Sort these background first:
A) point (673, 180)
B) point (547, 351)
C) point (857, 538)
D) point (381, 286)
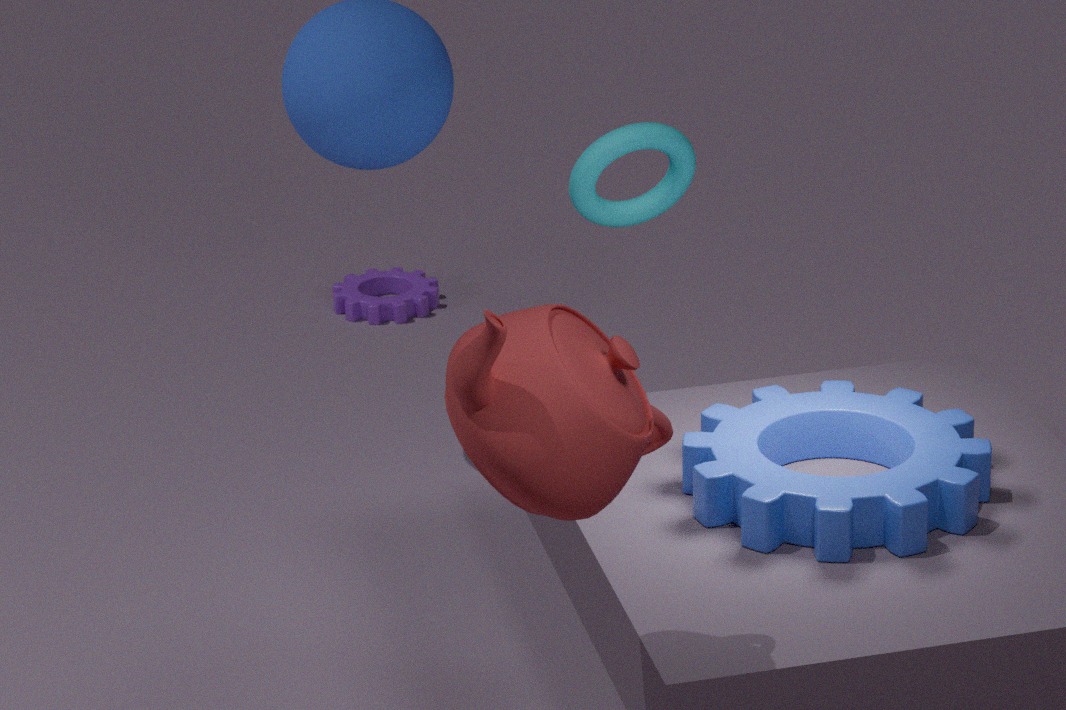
point (381, 286), point (673, 180), point (857, 538), point (547, 351)
